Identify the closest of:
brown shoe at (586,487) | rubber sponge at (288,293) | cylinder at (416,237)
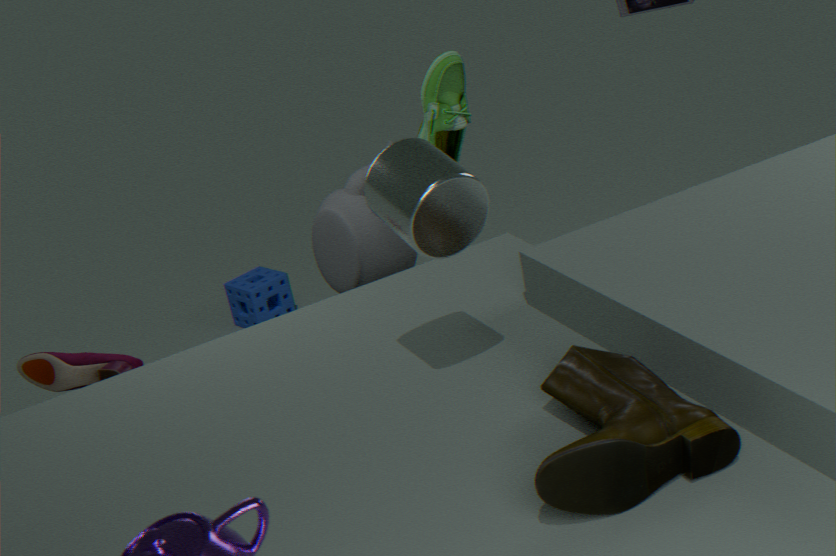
brown shoe at (586,487)
